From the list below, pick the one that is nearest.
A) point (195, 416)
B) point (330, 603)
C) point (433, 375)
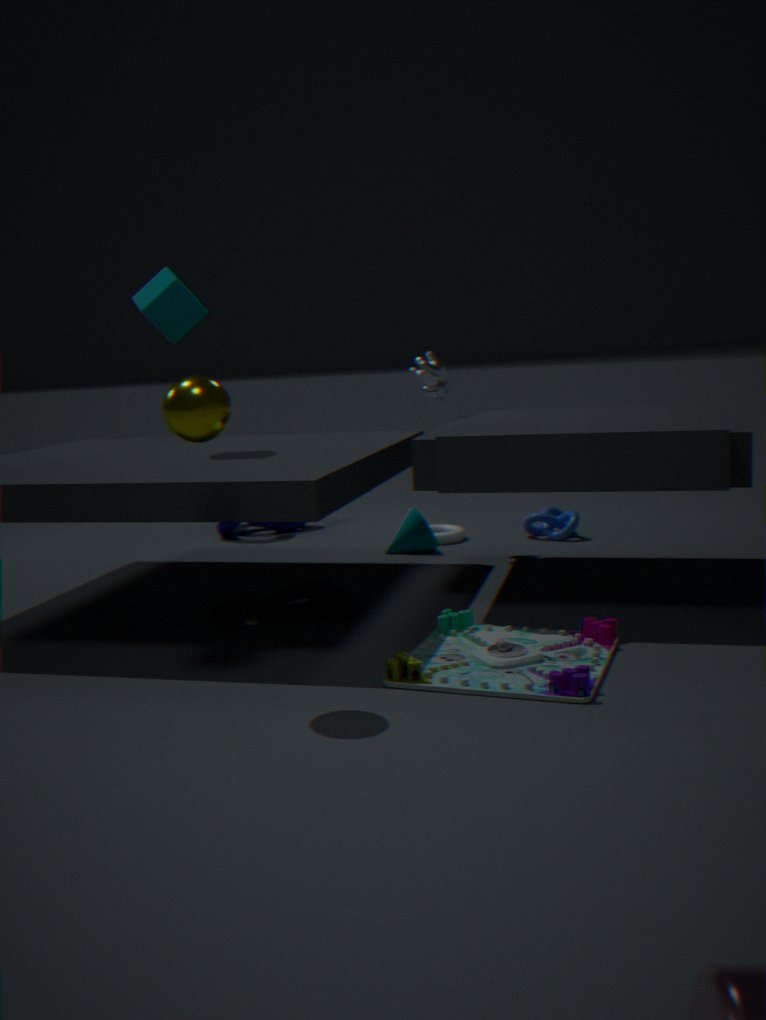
point (195, 416)
